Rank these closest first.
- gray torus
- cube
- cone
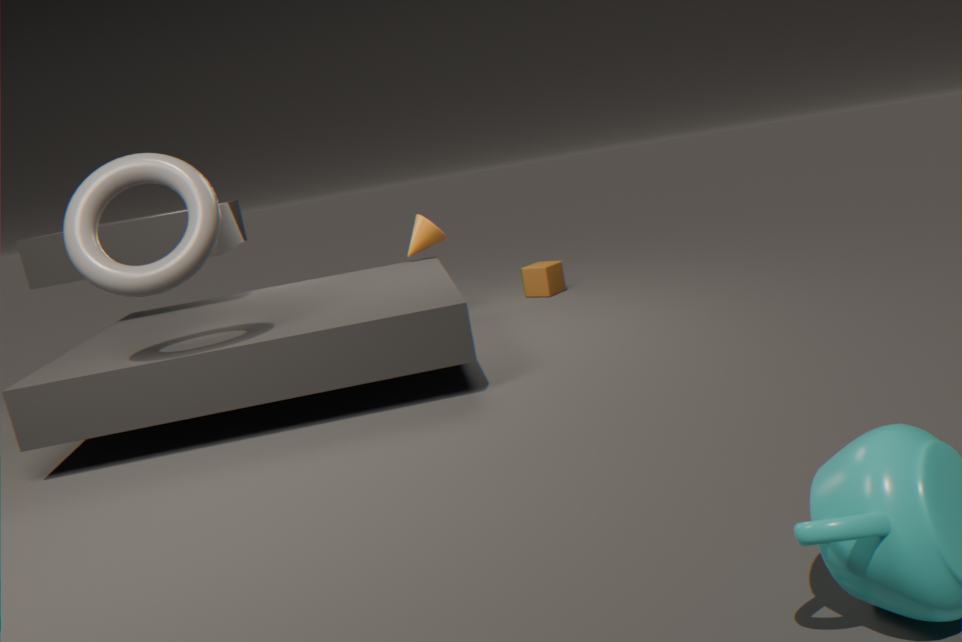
→ gray torus → cone → cube
